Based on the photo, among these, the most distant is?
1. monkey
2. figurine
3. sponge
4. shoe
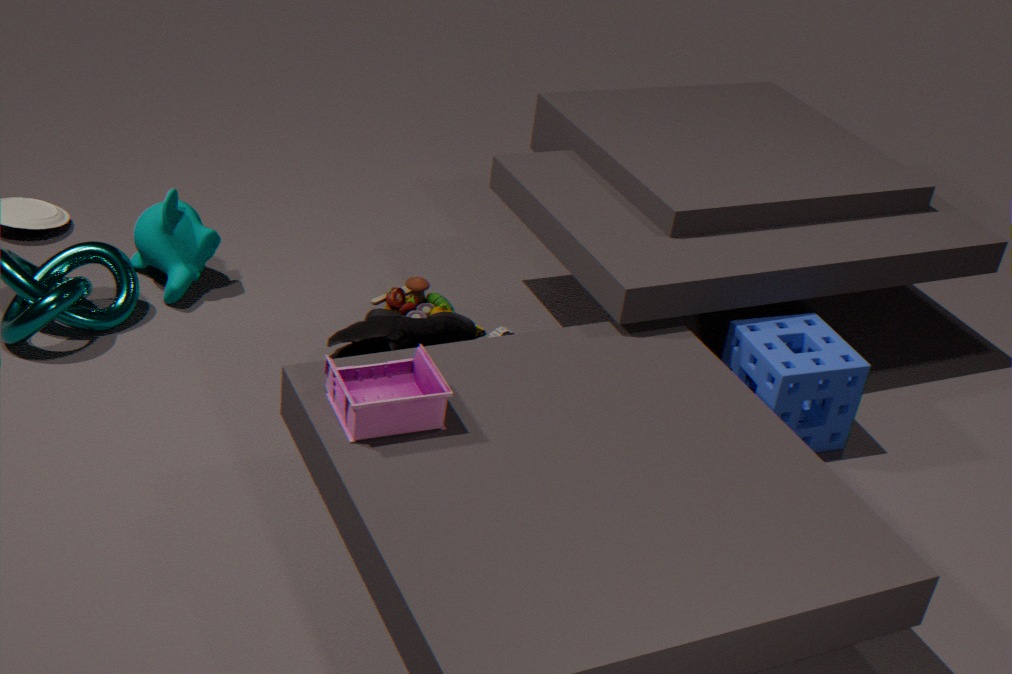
monkey
